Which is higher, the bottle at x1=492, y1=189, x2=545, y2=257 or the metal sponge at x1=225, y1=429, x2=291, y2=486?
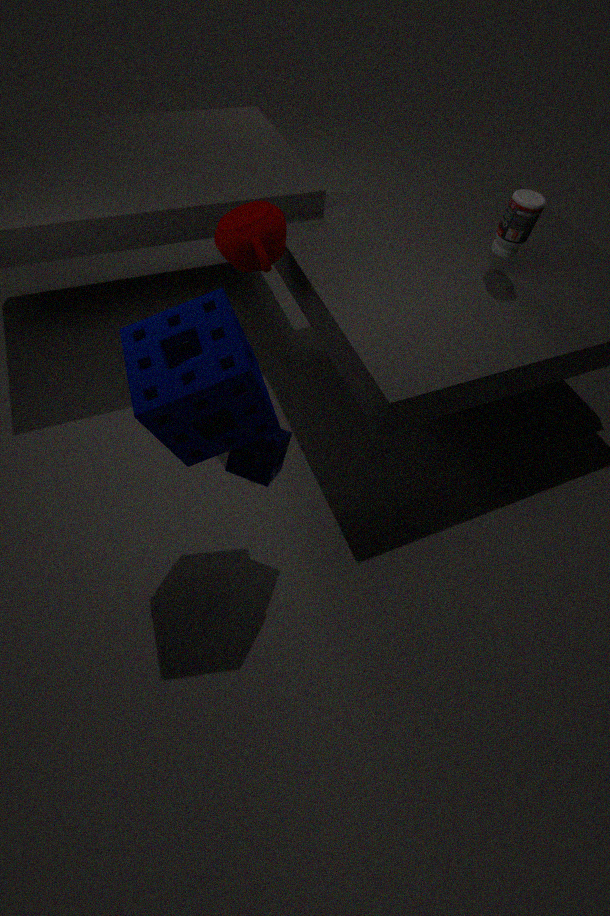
the bottle at x1=492, y1=189, x2=545, y2=257
